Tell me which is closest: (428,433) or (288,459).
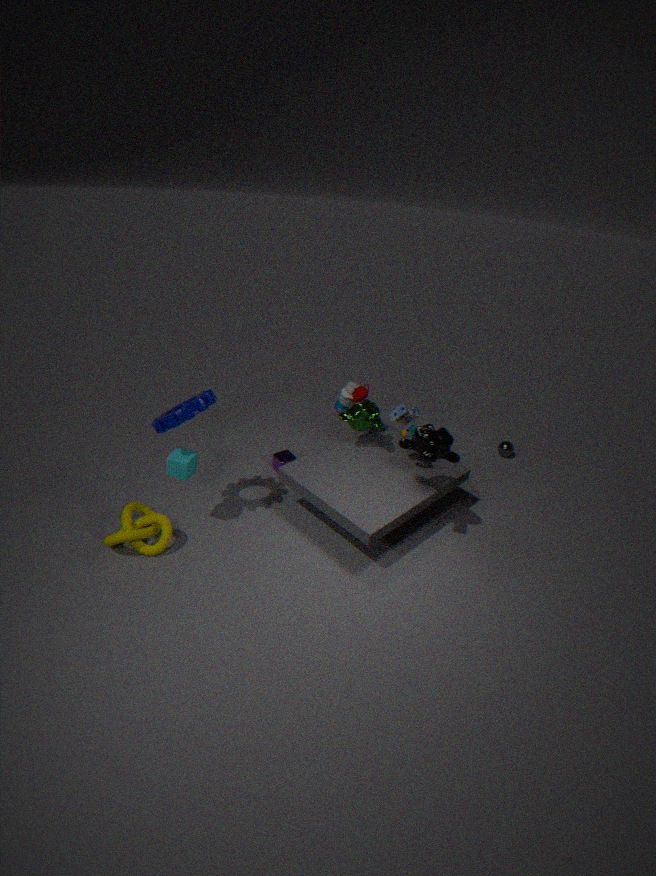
(428,433)
